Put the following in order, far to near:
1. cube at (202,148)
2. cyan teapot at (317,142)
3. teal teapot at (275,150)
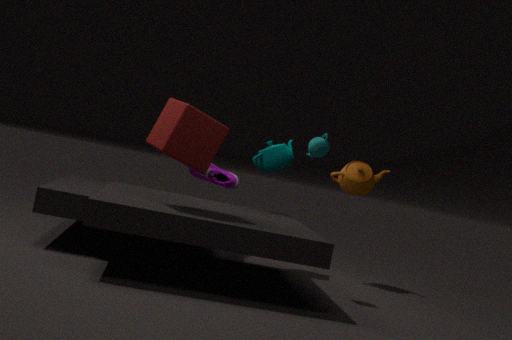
teal teapot at (275,150) < cyan teapot at (317,142) < cube at (202,148)
